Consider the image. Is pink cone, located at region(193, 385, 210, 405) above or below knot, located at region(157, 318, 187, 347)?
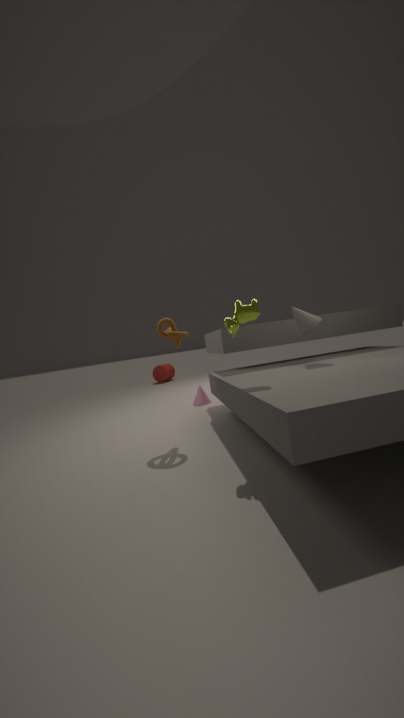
below
